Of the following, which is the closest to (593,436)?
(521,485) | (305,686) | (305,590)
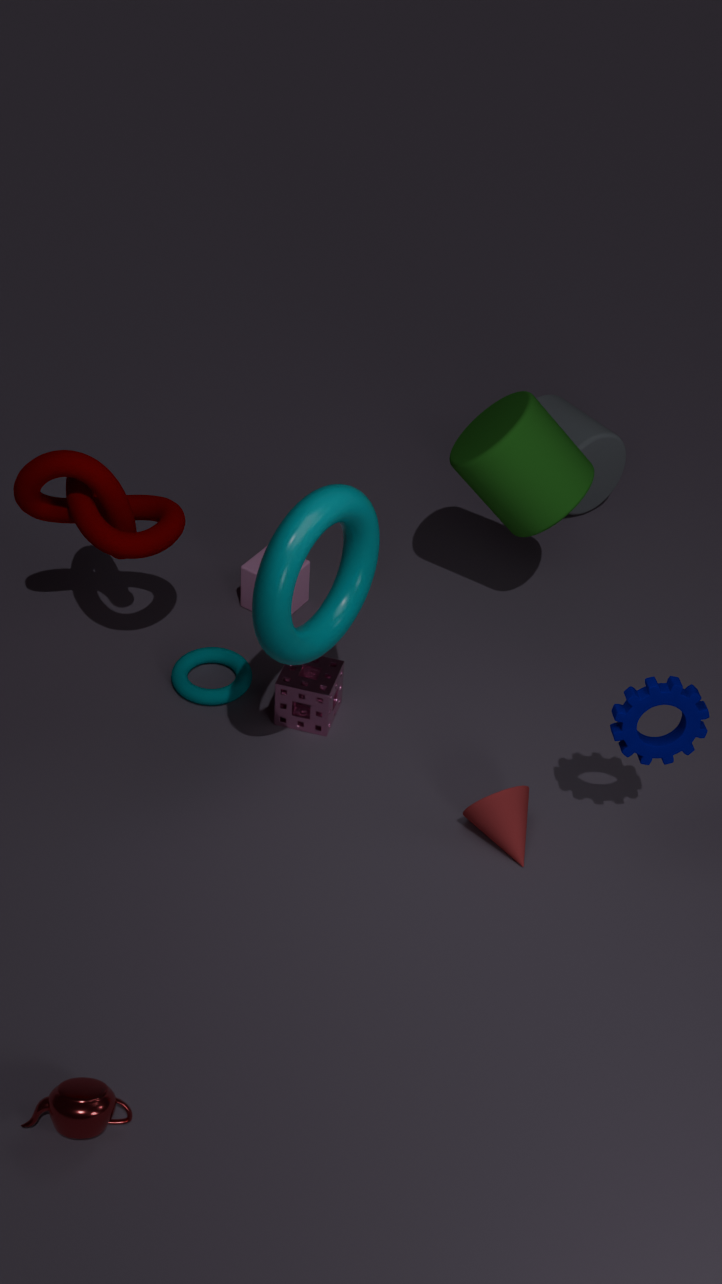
(521,485)
